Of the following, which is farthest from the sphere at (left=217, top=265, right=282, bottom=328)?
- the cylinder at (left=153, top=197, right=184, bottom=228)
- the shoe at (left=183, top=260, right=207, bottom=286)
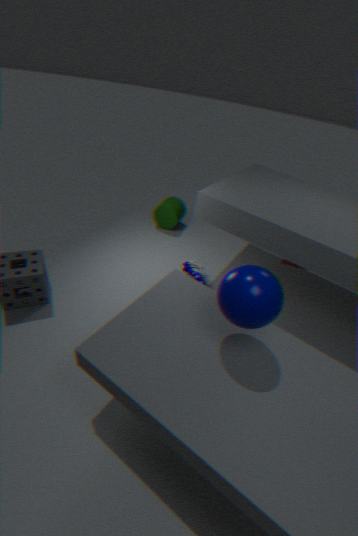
the cylinder at (left=153, top=197, right=184, bottom=228)
